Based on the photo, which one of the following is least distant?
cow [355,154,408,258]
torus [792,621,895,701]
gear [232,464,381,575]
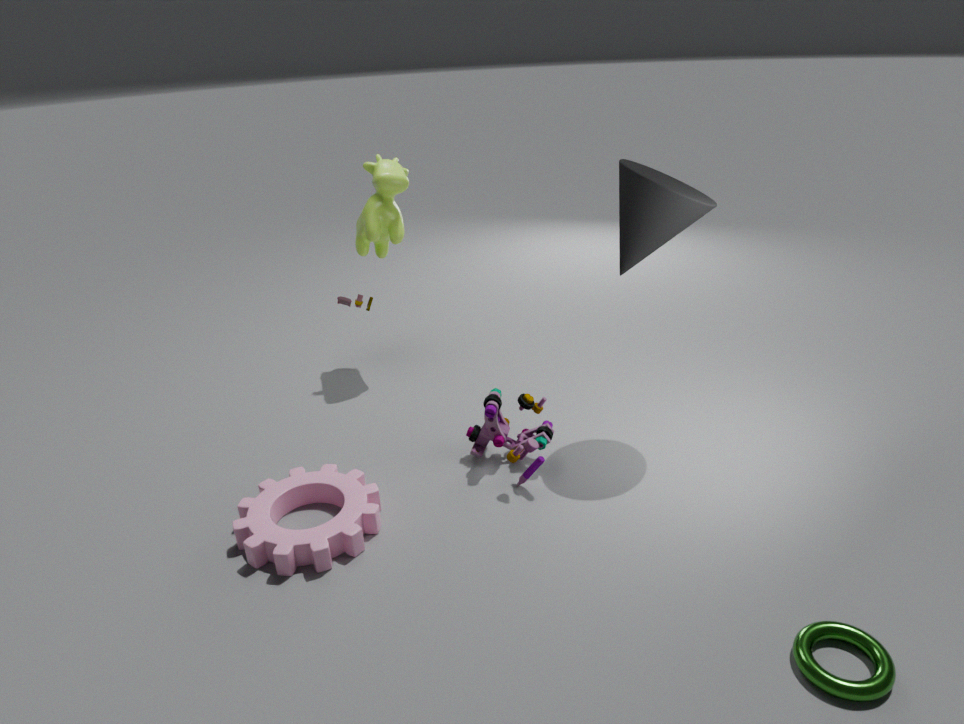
torus [792,621,895,701]
